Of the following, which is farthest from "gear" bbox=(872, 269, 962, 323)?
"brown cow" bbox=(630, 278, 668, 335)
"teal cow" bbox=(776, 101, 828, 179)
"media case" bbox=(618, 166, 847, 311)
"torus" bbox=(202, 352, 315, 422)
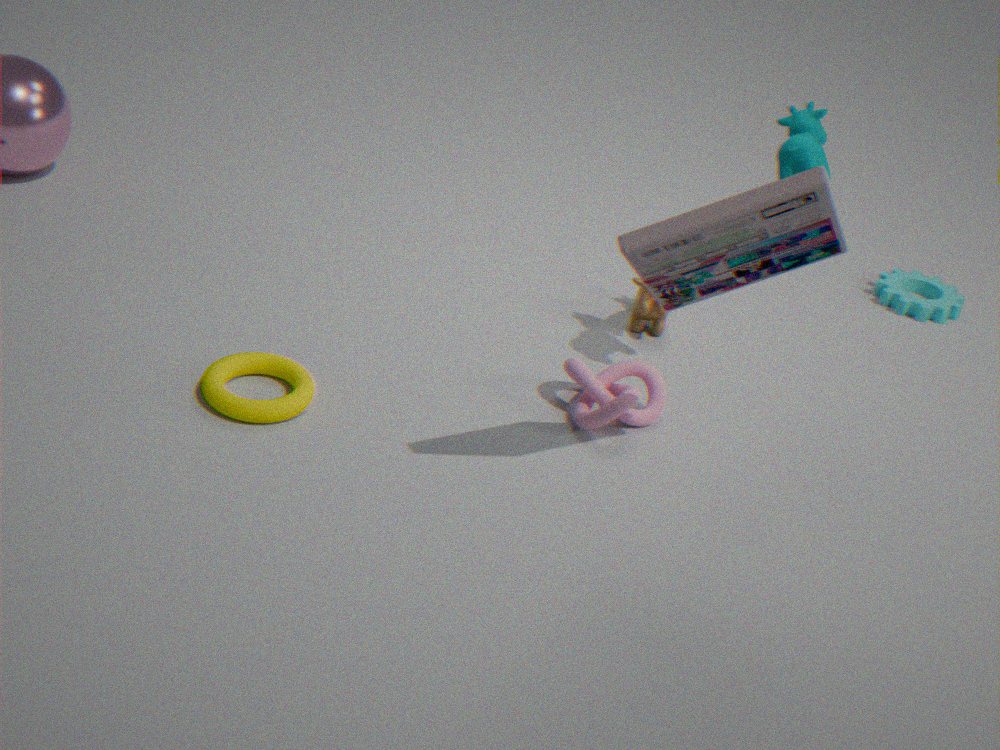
"torus" bbox=(202, 352, 315, 422)
